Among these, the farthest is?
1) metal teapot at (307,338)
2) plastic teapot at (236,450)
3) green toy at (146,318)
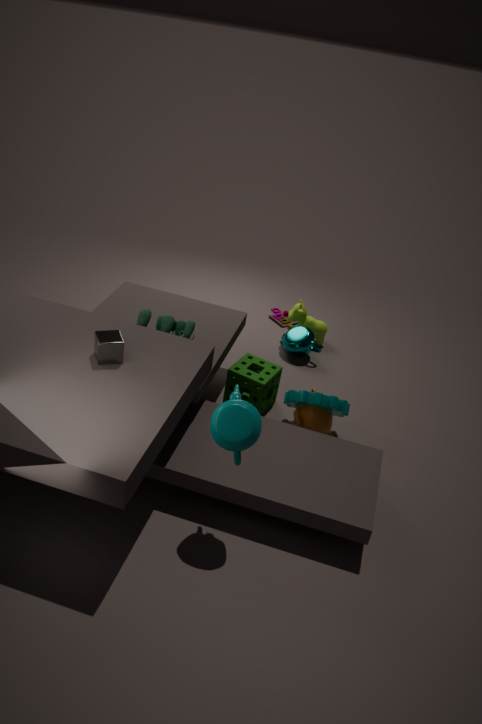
1. metal teapot at (307,338)
